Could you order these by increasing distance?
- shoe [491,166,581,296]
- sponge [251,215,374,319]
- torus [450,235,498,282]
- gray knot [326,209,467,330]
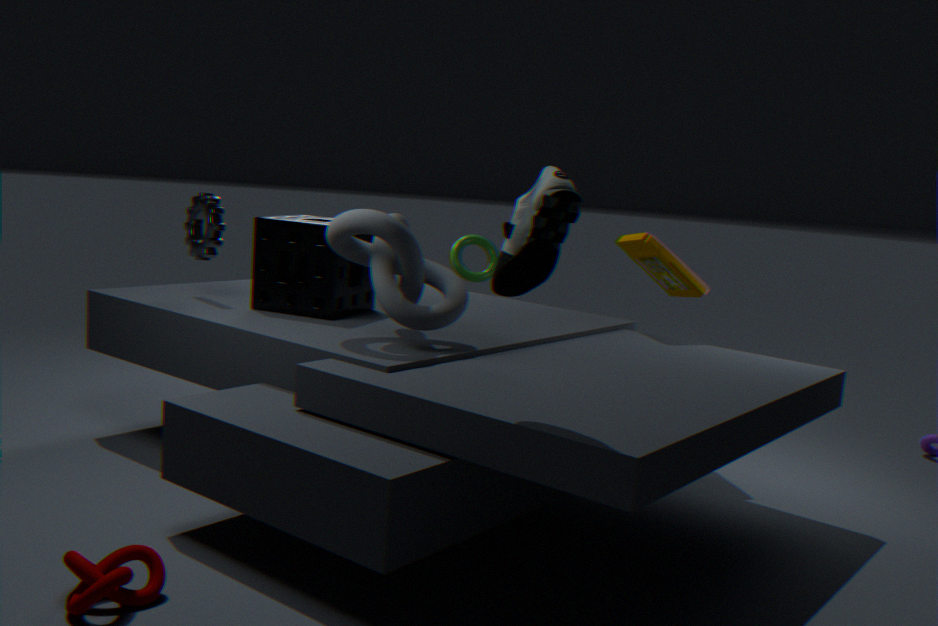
shoe [491,166,581,296] → gray knot [326,209,467,330] → sponge [251,215,374,319] → torus [450,235,498,282]
